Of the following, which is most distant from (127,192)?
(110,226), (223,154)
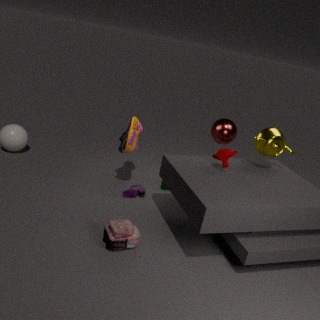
(223,154)
